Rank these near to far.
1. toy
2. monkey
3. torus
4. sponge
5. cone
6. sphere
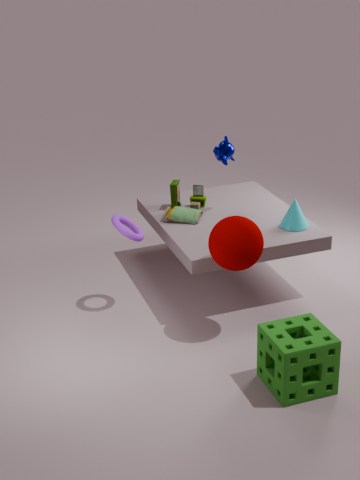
sponge, sphere, torus, cone, monkey, toy
